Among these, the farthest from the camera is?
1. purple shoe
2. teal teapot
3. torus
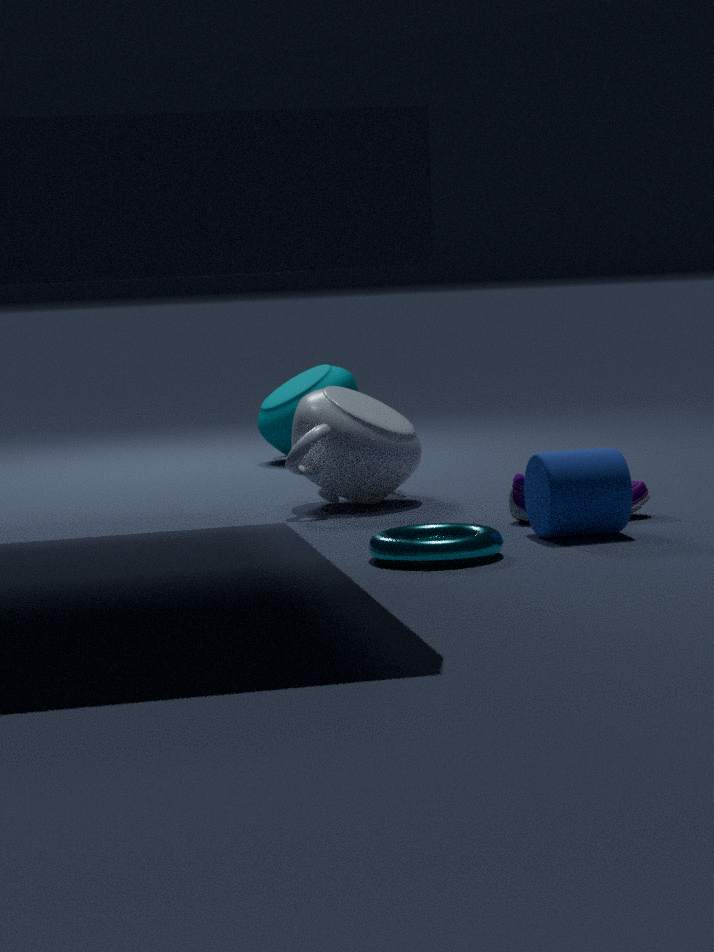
teal teapot
